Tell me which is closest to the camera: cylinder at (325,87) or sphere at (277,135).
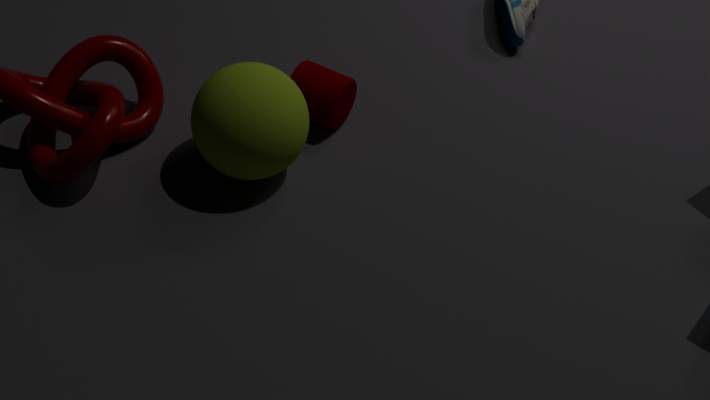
sphere at (277,135)
